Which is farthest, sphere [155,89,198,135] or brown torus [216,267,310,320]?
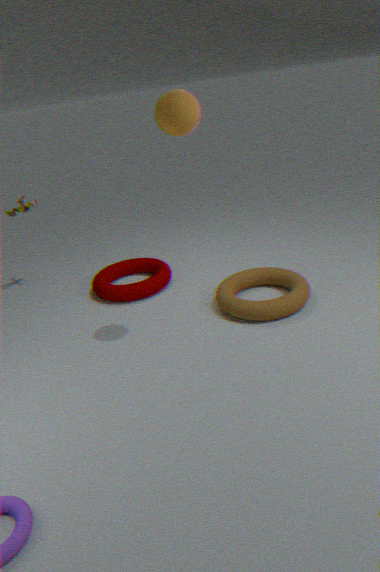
brown torus [216,267,310,320]
